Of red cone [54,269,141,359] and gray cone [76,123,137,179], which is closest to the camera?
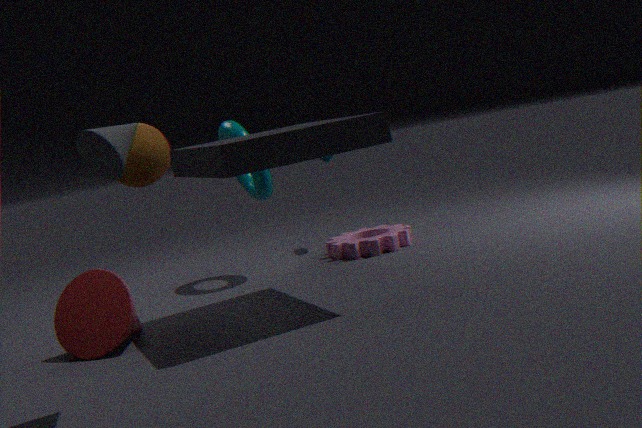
gray cone [76,123,137,179]
